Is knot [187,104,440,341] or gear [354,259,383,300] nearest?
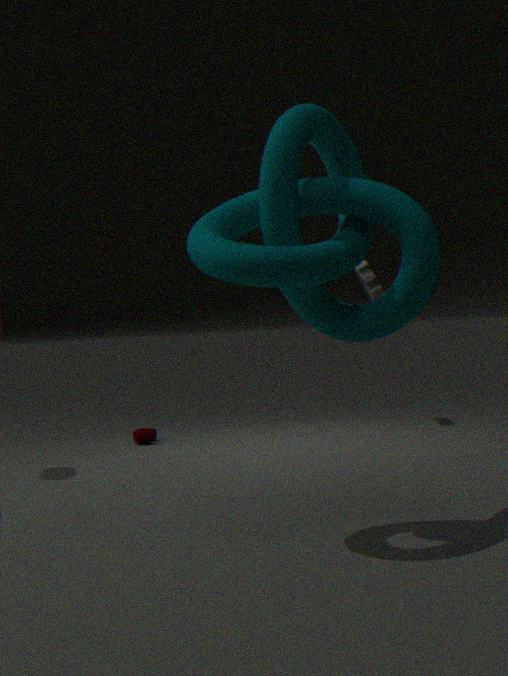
knot [187,104,440,341]
